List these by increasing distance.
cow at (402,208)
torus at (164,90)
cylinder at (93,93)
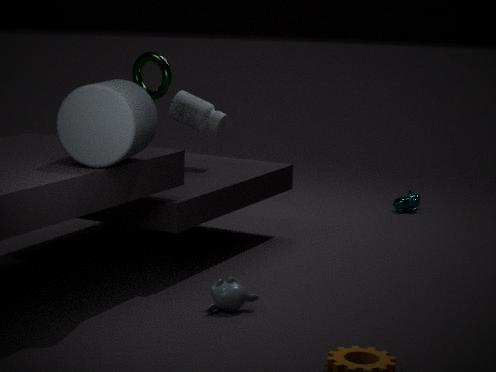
cylinder at (93,93), torus at (164,90), cow at (402,208)
